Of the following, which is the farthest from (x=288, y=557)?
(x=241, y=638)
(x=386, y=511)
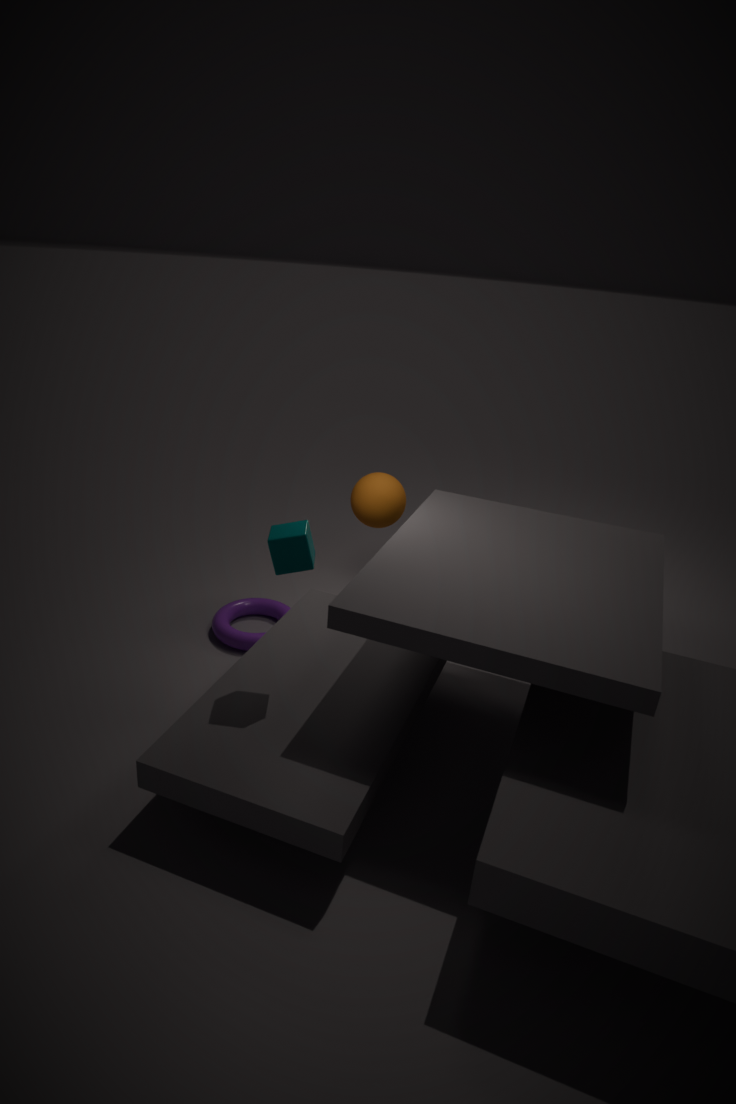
(x=386, y=511)
